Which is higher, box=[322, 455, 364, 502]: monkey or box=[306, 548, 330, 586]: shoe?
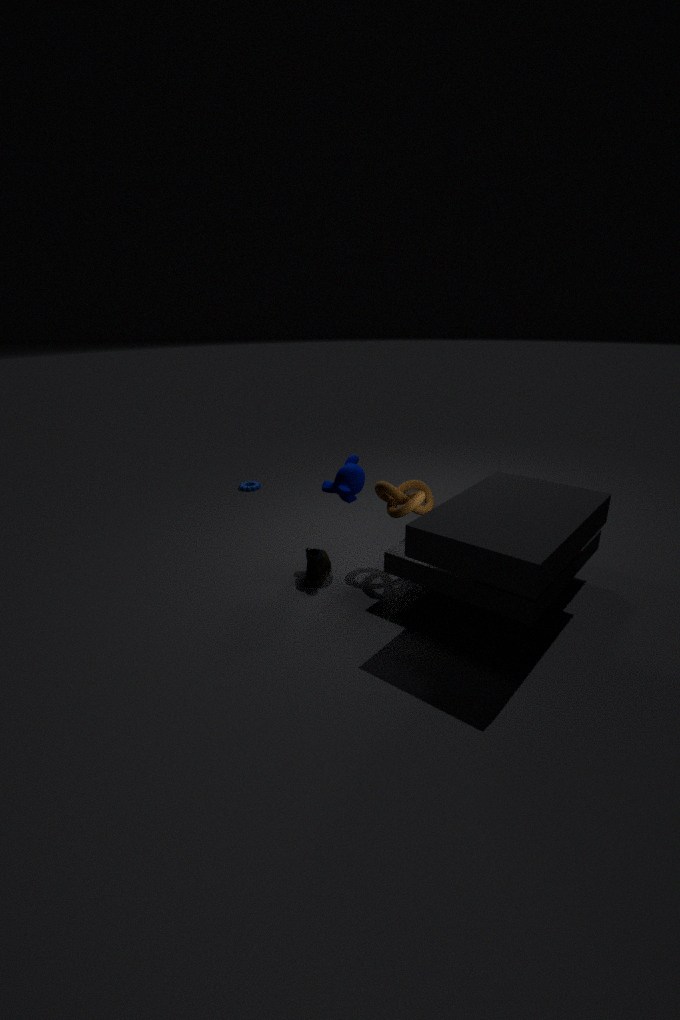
box=[322, 455, 364, 502]: monkey
